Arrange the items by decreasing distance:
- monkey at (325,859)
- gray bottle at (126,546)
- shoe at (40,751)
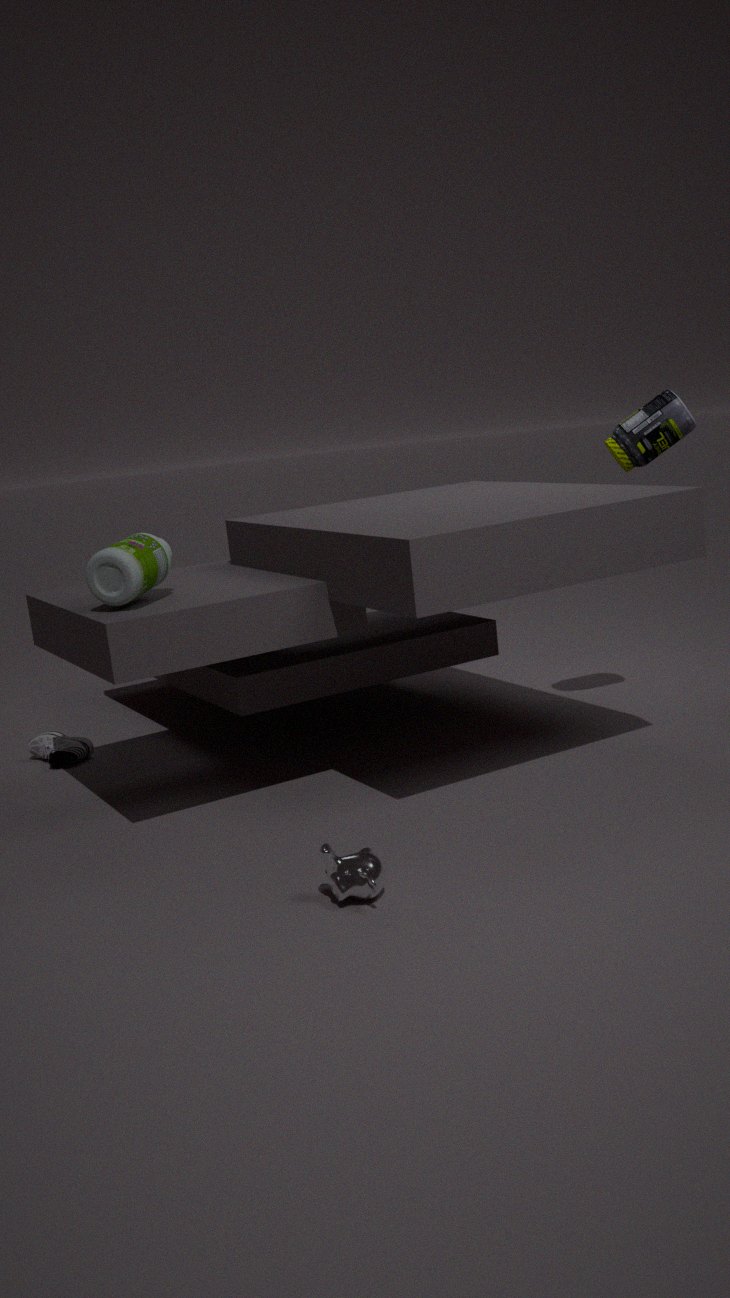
1. shoe at (40,751)
2. gray bottle at (126,546)
3. monkey at (325,859)
